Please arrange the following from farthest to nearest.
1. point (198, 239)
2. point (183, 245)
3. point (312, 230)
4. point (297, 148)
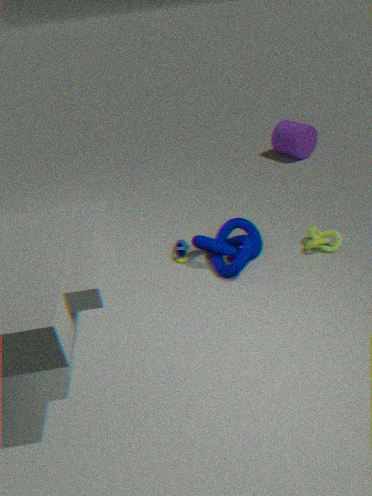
point (297, 148) < point (183, 245) < point (312, 230) < point (198, 239)
